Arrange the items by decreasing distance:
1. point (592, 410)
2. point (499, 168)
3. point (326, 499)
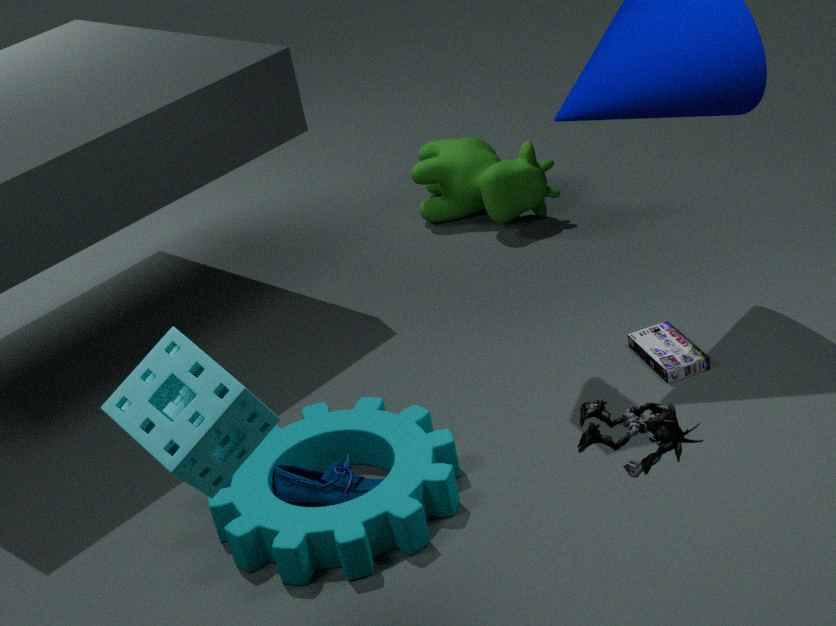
point (499, 168), point (326, 499), point (592, 410)
